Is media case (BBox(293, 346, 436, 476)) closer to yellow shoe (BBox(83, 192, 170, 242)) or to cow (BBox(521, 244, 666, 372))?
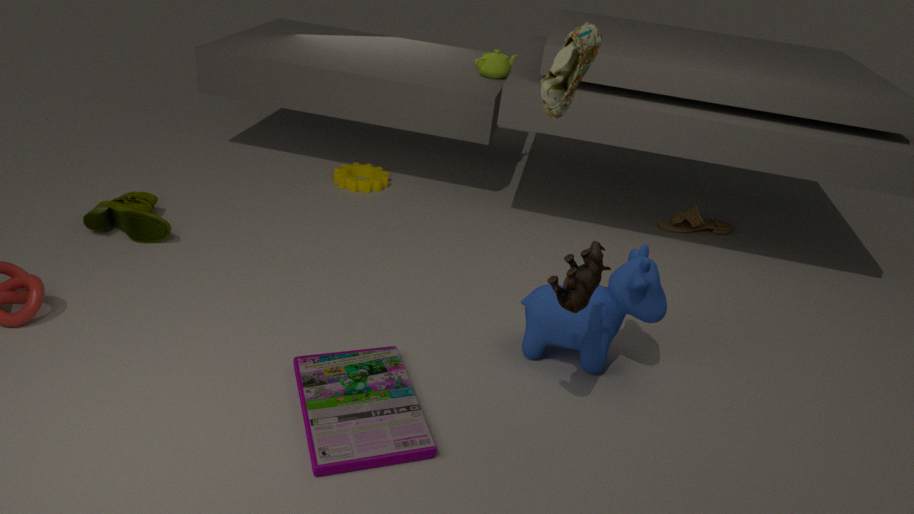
cow (BBox(521, 244, 666, 372))
